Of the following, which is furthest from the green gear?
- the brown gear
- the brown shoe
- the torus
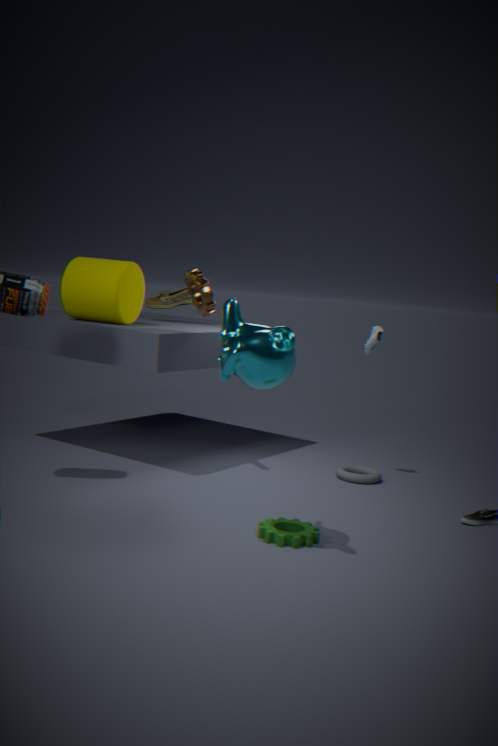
the brown shoe
